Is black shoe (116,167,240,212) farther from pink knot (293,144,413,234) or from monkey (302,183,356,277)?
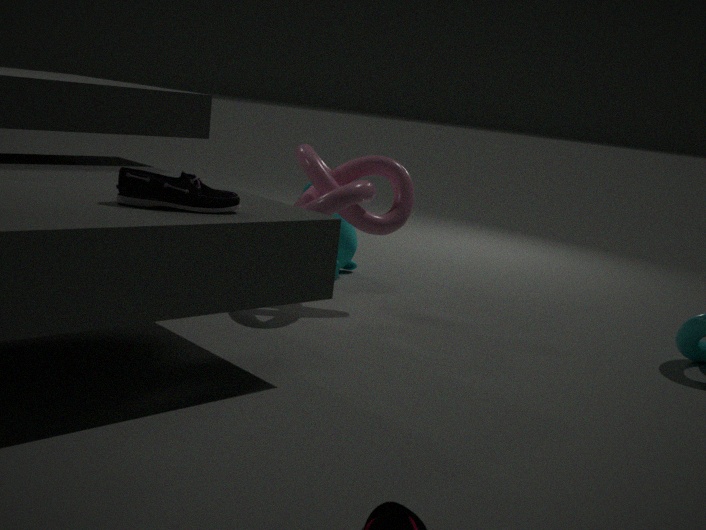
monkey (302,183,356,277)
